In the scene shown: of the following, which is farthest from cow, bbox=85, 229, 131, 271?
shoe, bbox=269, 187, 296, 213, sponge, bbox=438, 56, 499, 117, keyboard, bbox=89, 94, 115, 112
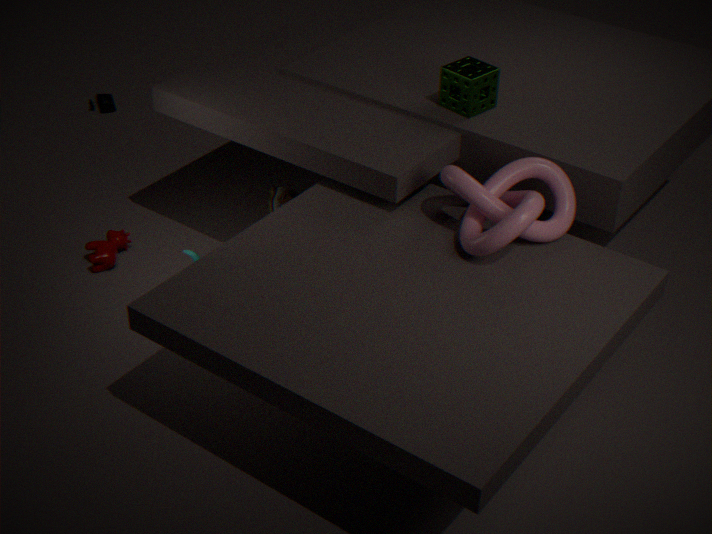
sponge, bbox=438, 56, 499, 117
